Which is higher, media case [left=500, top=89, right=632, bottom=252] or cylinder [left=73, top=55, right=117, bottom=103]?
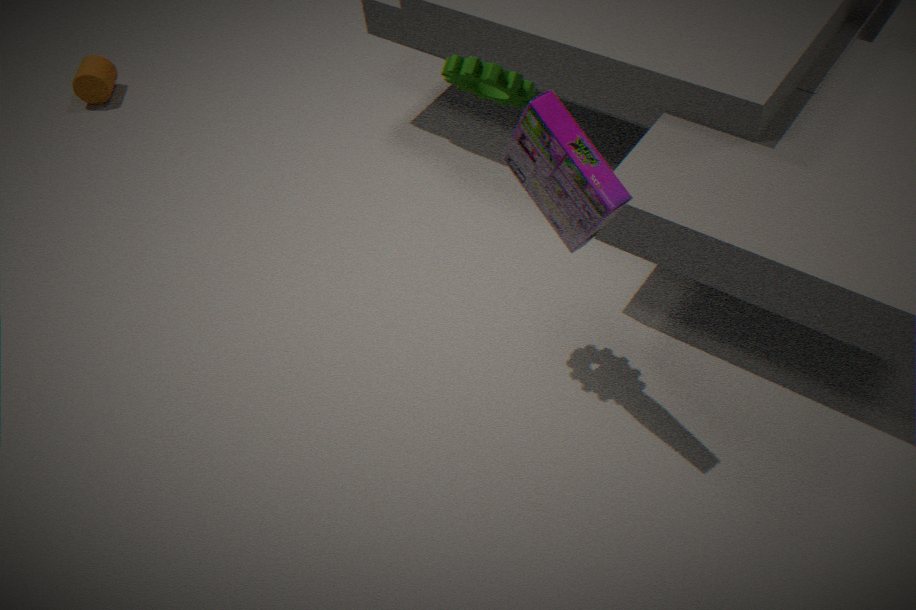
media case [left=500, top=89, right=632, bottom=252]
